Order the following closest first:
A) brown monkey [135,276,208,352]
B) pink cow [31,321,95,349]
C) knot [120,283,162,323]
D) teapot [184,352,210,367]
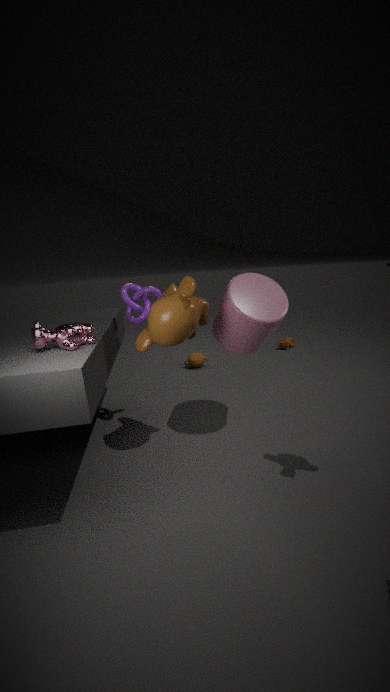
pink cow [31,321,95,349] → brown monkey [135,276,208,352] → knot [120,283,162,323] → teapot [184,352,210,367]
